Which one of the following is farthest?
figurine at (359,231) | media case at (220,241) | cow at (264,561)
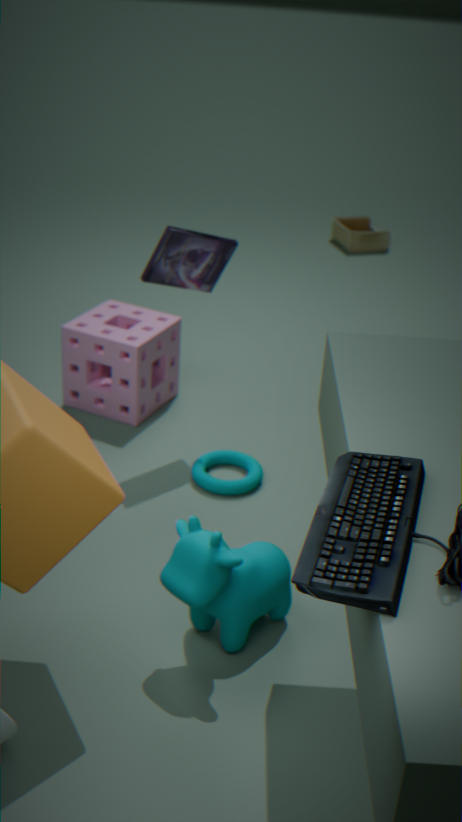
figurine at (359,231)
